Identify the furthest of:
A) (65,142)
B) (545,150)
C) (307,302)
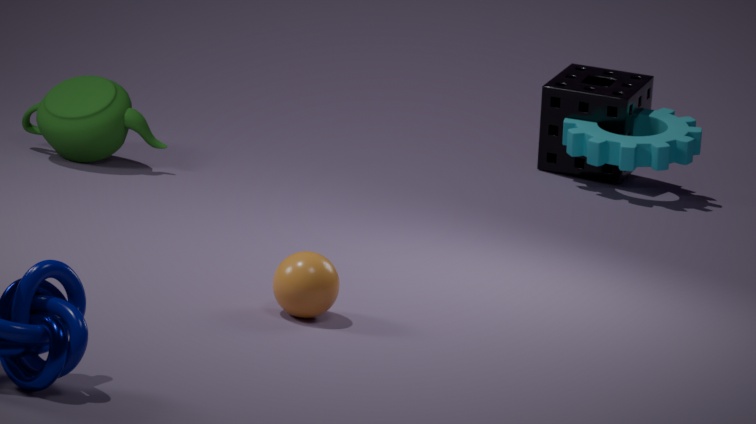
(545,150)
